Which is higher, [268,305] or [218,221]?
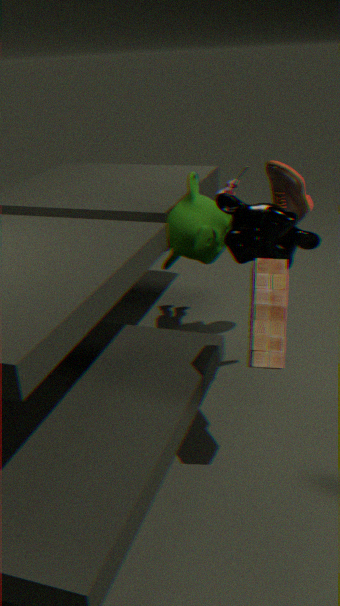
[218,221]
